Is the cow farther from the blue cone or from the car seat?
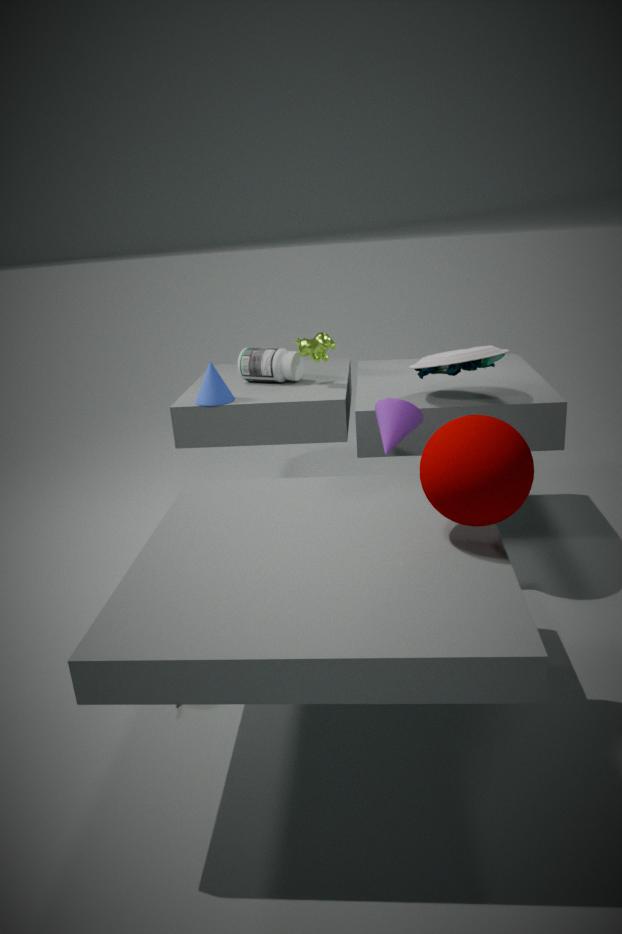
the car seat
